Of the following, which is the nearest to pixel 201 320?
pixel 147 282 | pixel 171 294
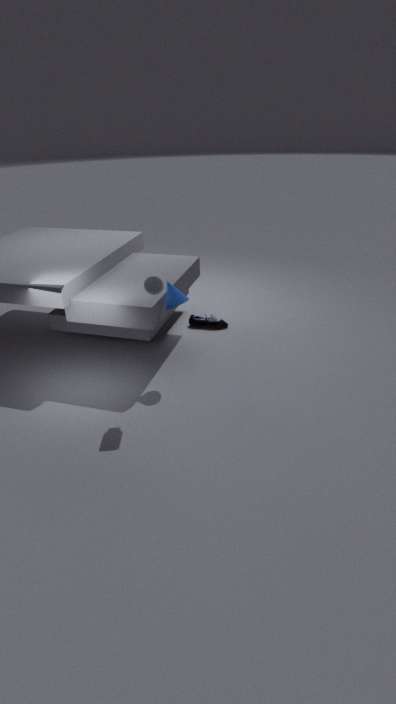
pixel 171 294
